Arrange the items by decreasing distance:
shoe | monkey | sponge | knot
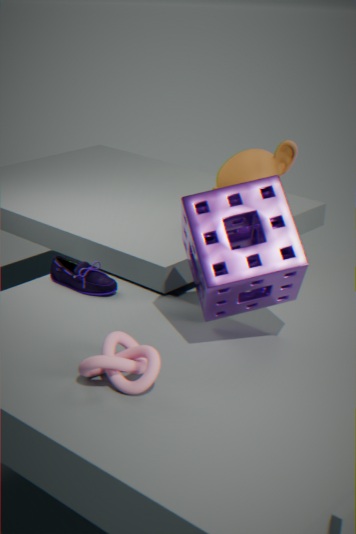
monkey, shoe, sponge, knot
